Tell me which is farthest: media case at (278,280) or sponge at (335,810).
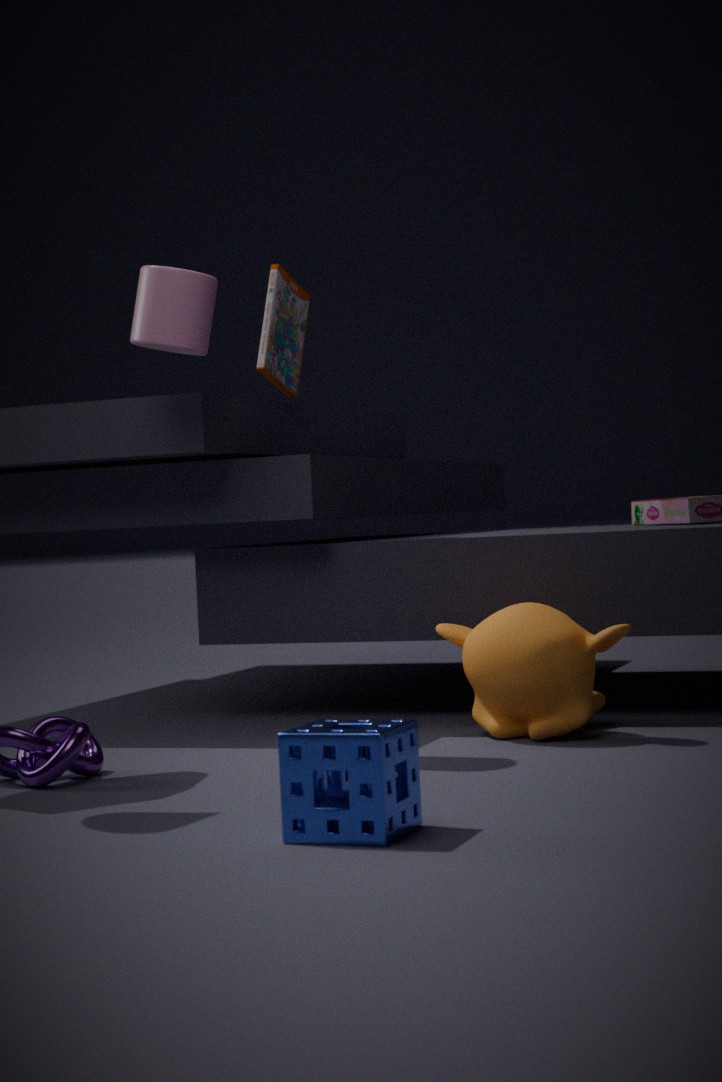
media case at (278,280)
